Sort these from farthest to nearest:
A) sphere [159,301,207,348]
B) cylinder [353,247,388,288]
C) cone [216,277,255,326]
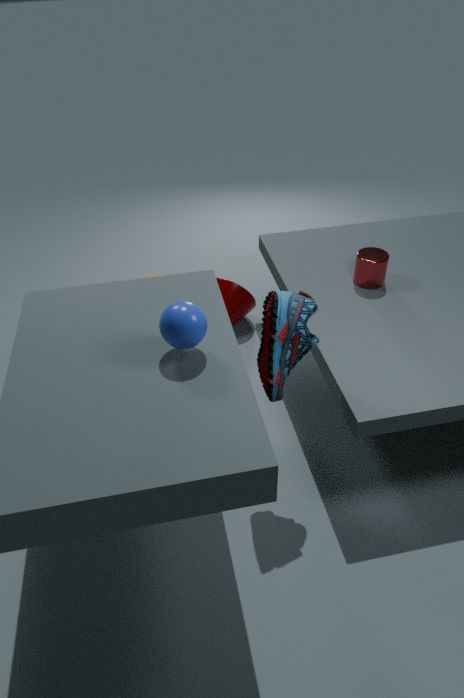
cone [216,277,255,326]
cylinder [353,247,388,288]
sphere [159,301,207,348]
